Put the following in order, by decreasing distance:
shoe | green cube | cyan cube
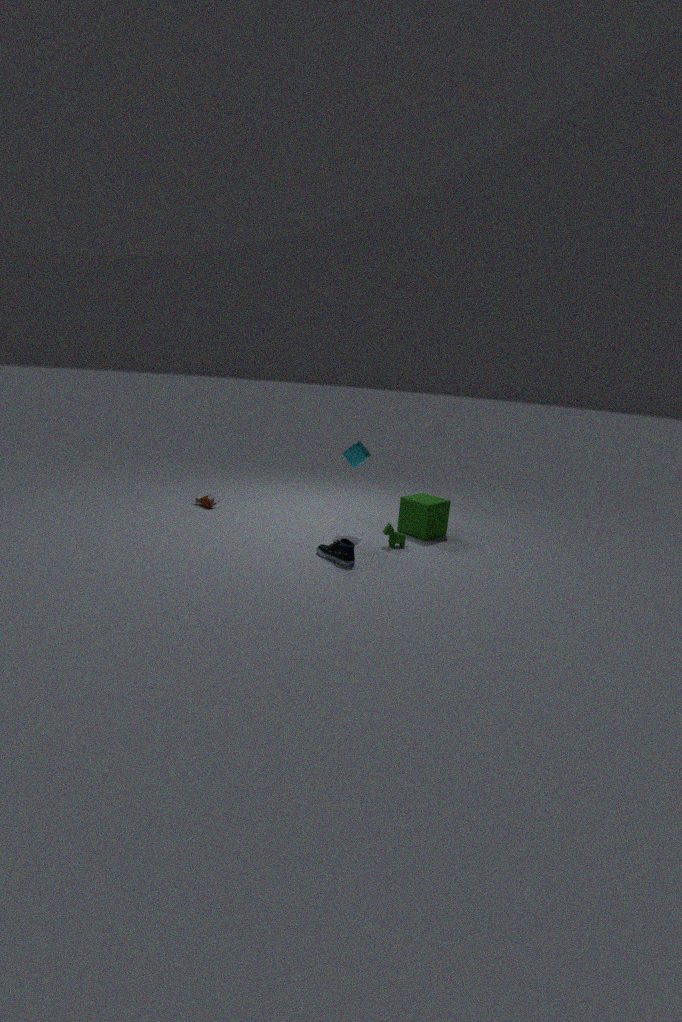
green cube
cyan cube
shoe
